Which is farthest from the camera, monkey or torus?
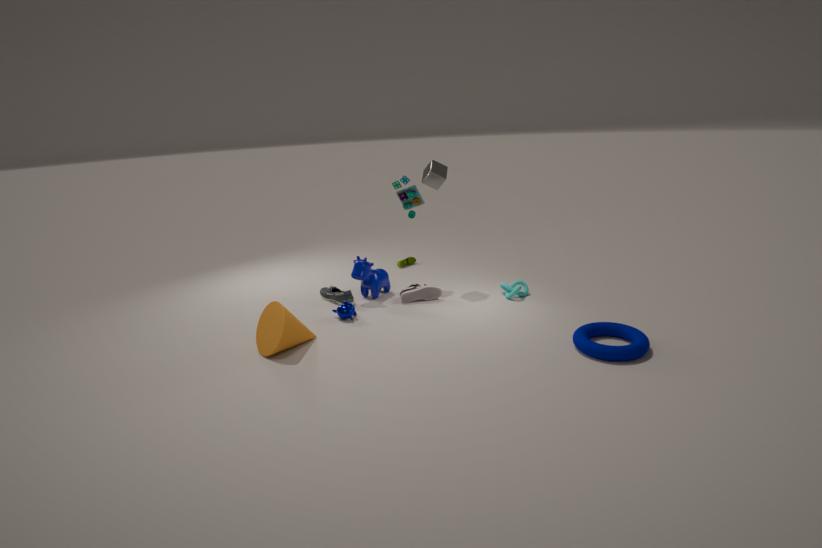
monkey
